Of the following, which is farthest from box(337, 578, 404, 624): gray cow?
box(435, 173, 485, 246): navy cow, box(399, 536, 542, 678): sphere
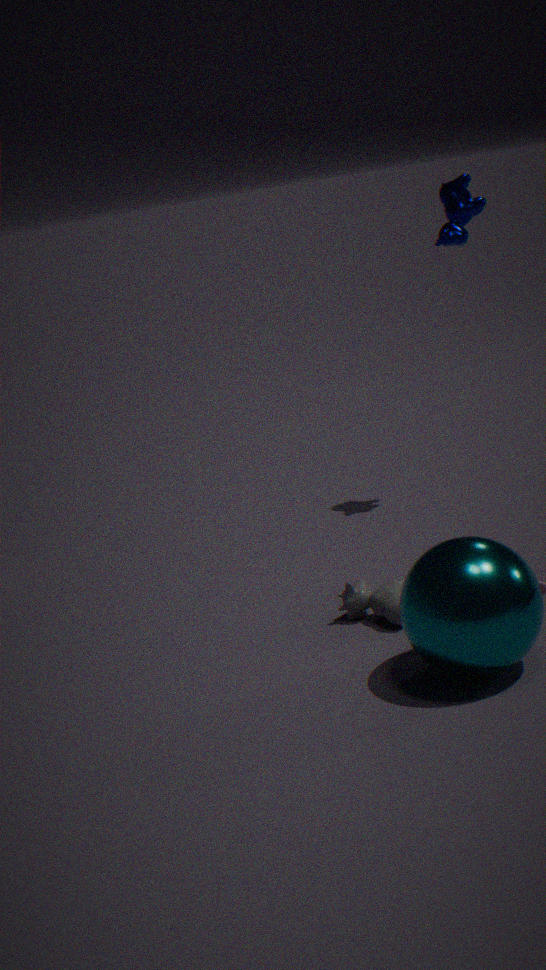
box(435, 173, 485, 246): navy cow
